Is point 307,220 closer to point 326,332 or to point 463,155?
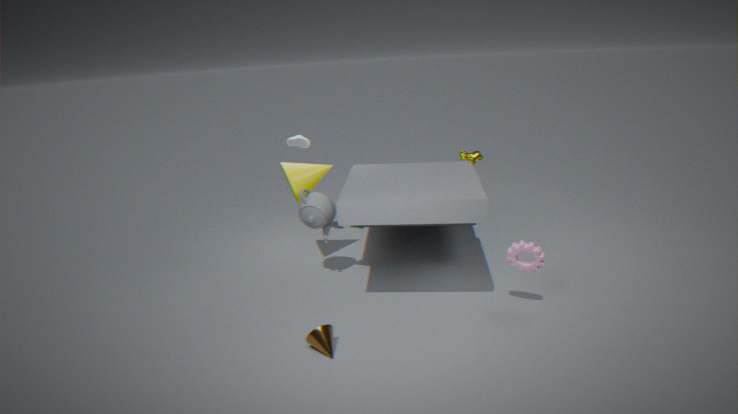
point 326,332
